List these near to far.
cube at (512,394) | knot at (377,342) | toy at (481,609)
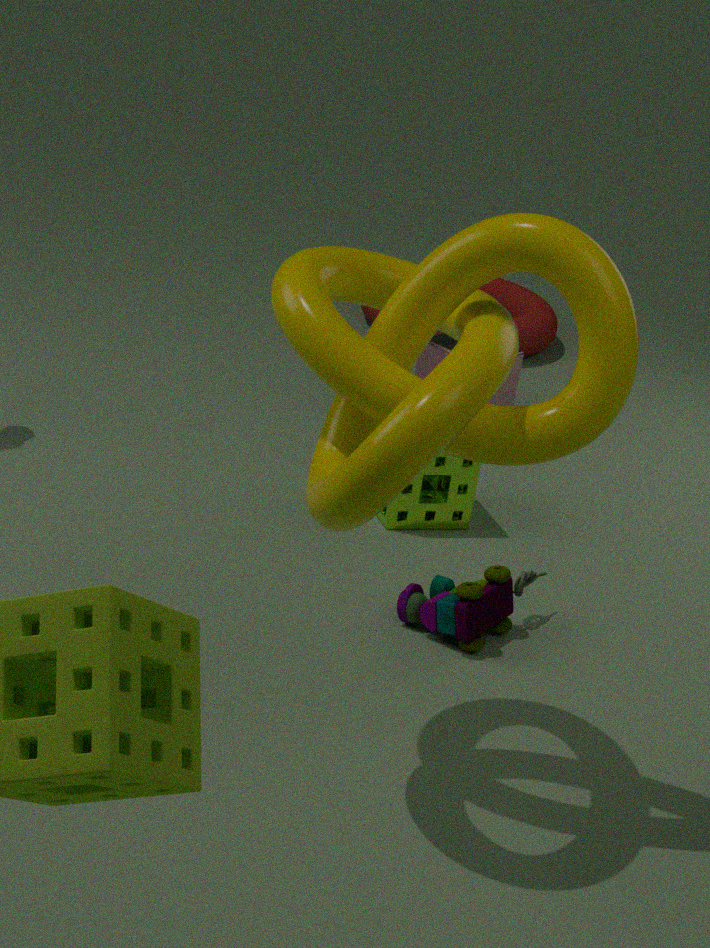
knot at (377,342), toy at (481,609), cube at (512,394)
